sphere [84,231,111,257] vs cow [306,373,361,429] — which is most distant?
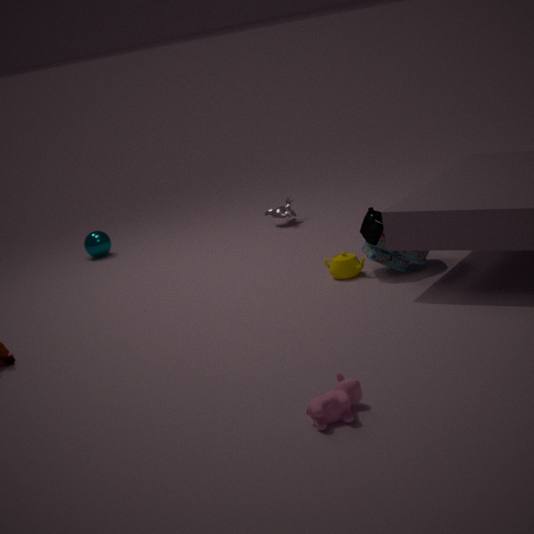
sphere [84,231,111,257]
